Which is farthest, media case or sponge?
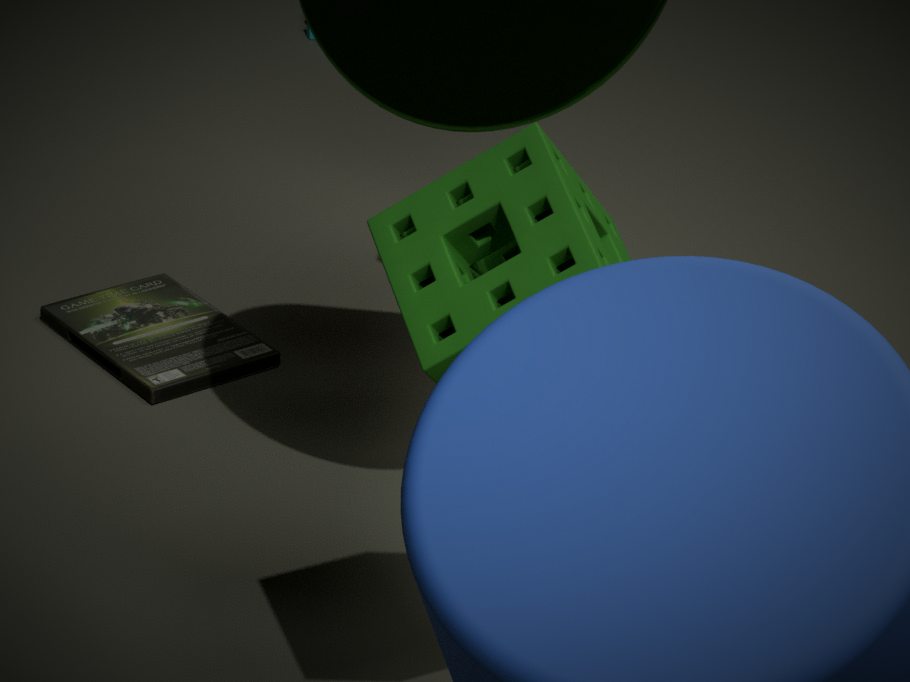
Answer: media case
